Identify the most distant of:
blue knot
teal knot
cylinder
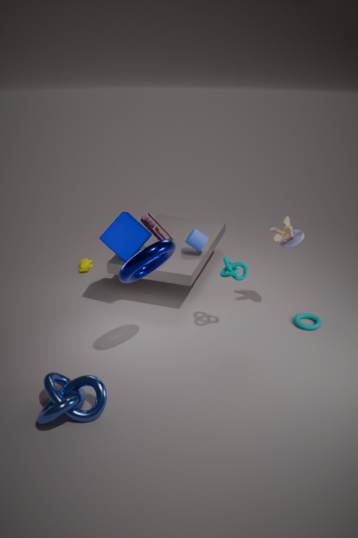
cylinder
